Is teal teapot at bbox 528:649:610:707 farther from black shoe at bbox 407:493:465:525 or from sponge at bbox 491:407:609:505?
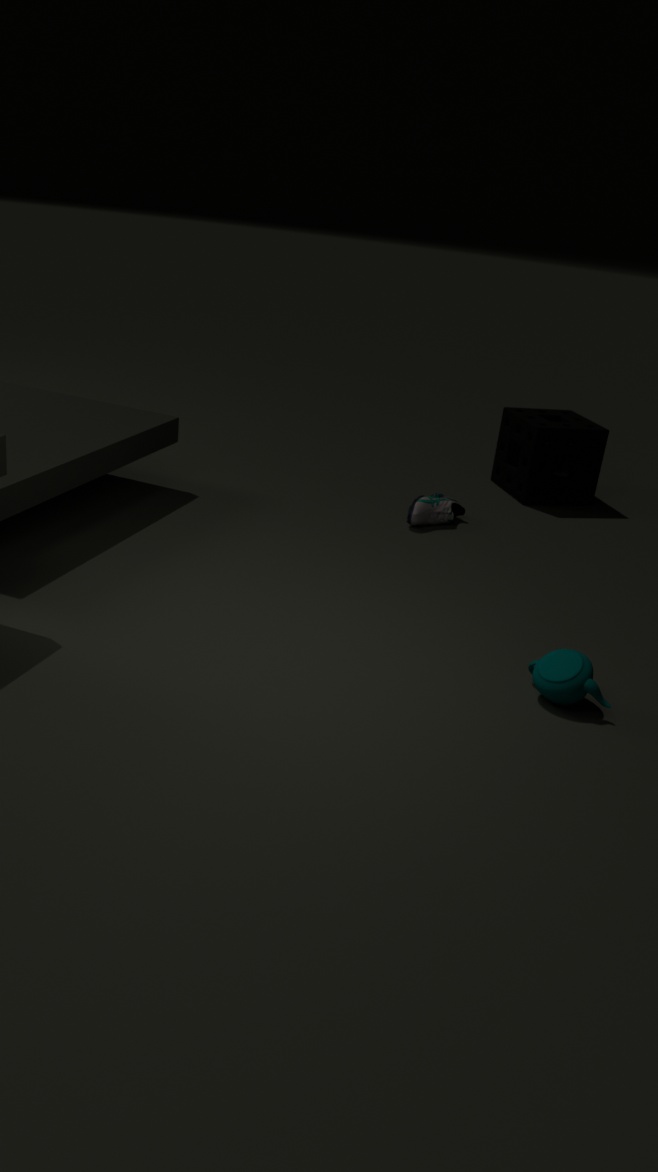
sponge at bbox 491:407:609:505
